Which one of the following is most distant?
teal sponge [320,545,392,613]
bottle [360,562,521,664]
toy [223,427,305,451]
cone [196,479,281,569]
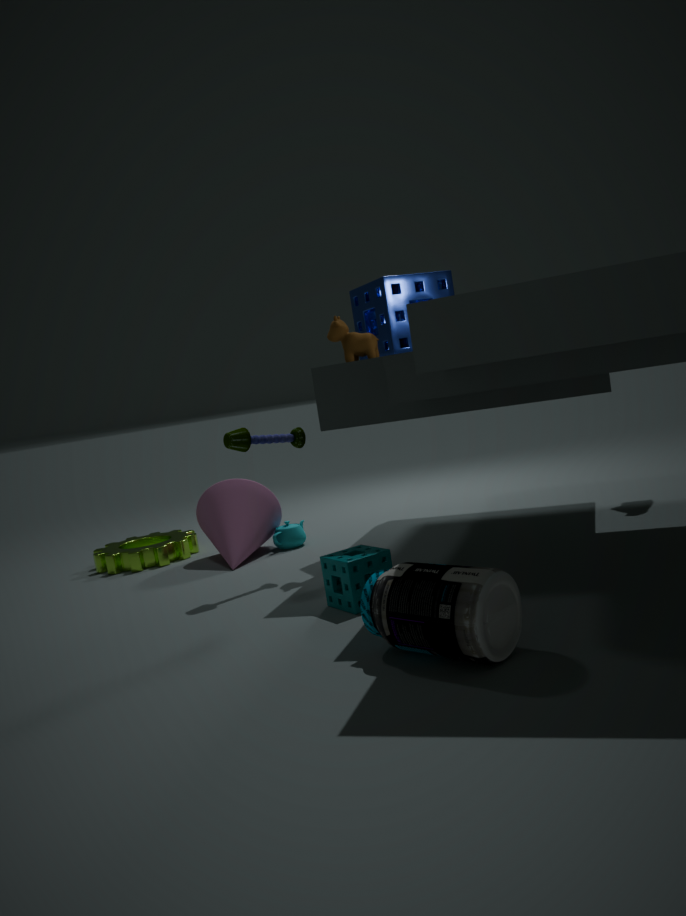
cone [196,479,281,569]
